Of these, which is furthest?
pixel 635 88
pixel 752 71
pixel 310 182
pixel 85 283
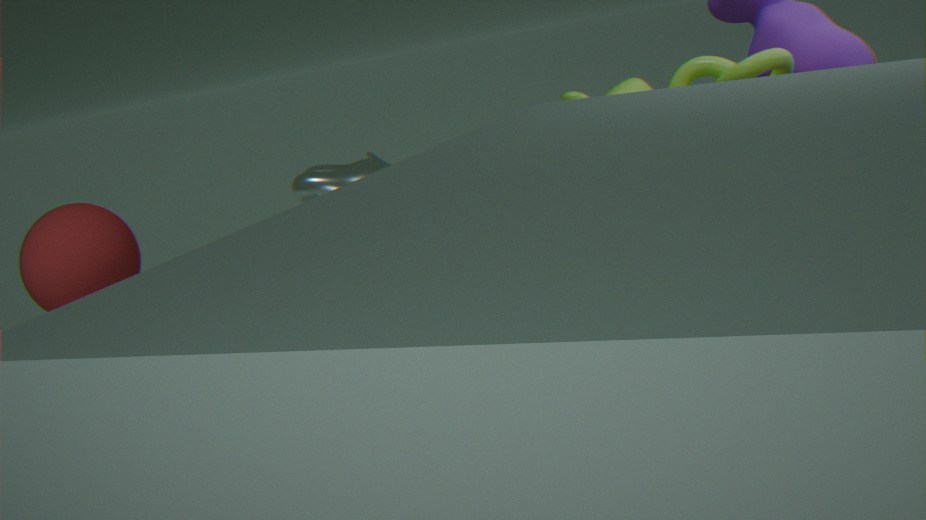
pixel 310 182
